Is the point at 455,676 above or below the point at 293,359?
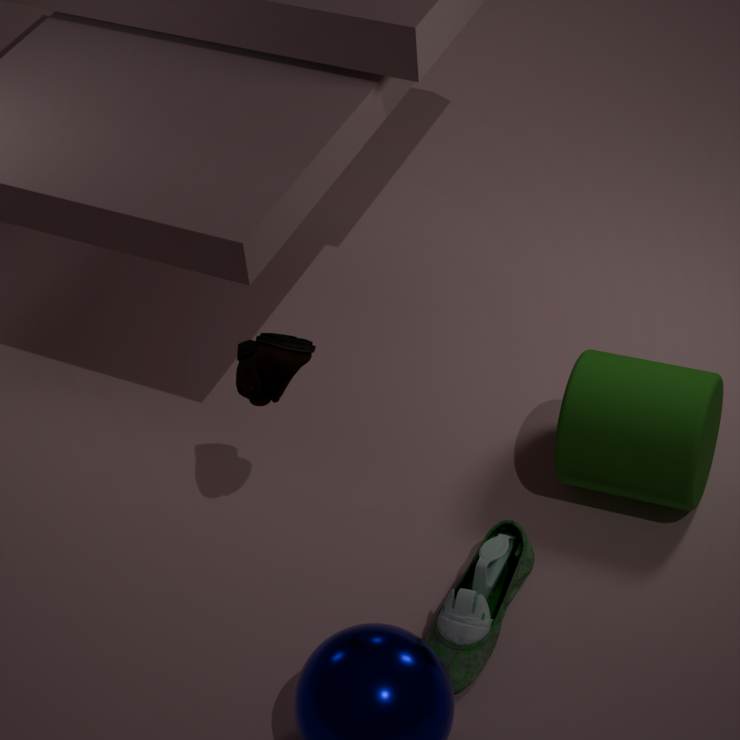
below
